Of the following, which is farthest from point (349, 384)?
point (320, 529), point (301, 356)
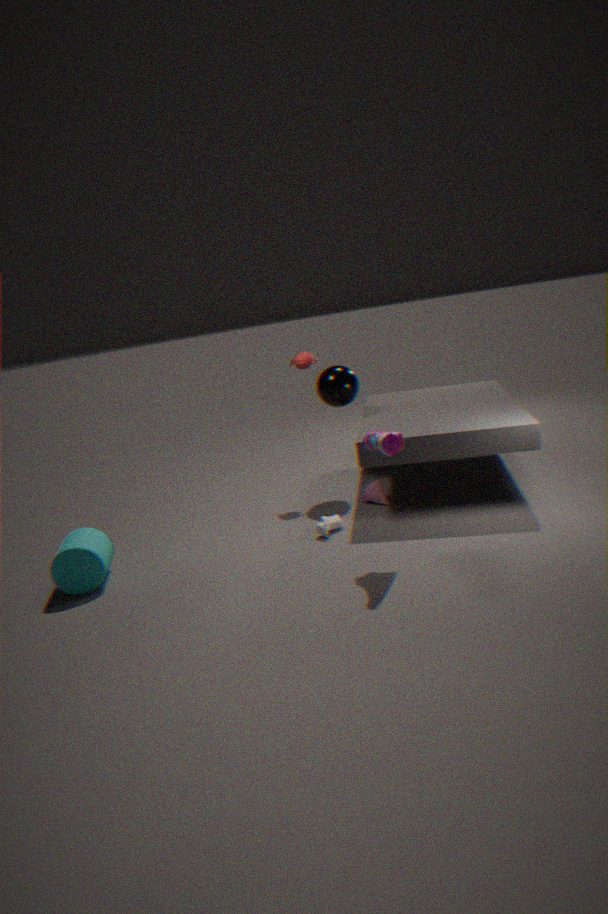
point (320, 529)
